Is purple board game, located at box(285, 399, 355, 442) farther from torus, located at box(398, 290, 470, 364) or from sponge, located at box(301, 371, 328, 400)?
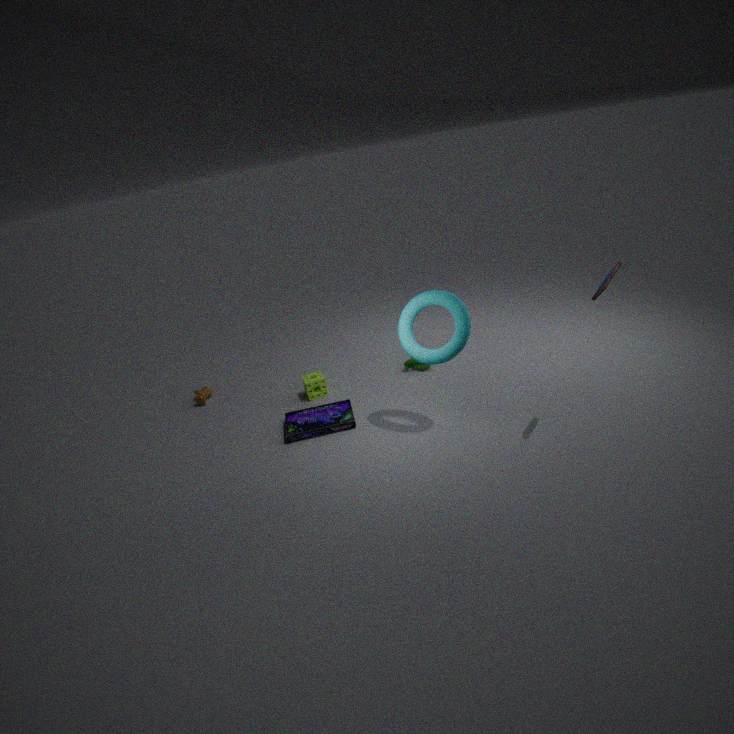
torus, located at box(398, 290, 470, 364)
